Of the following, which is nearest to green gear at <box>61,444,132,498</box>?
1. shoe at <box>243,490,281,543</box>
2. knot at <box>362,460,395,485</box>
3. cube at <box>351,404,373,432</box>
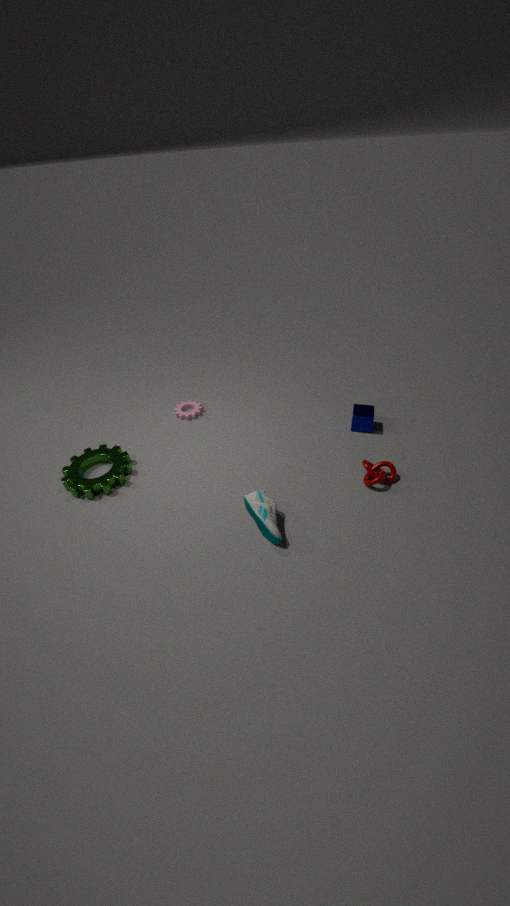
shoe at <box>243,490,281,543</box>
